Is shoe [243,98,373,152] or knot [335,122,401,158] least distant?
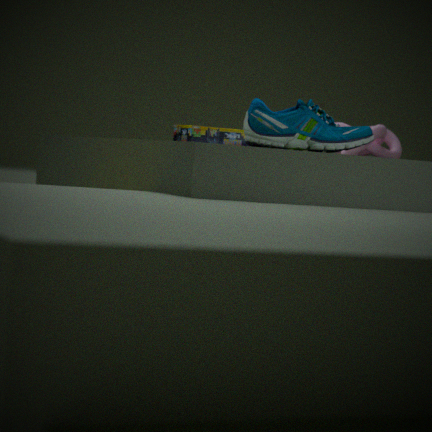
shoe [243,98,373,152]
